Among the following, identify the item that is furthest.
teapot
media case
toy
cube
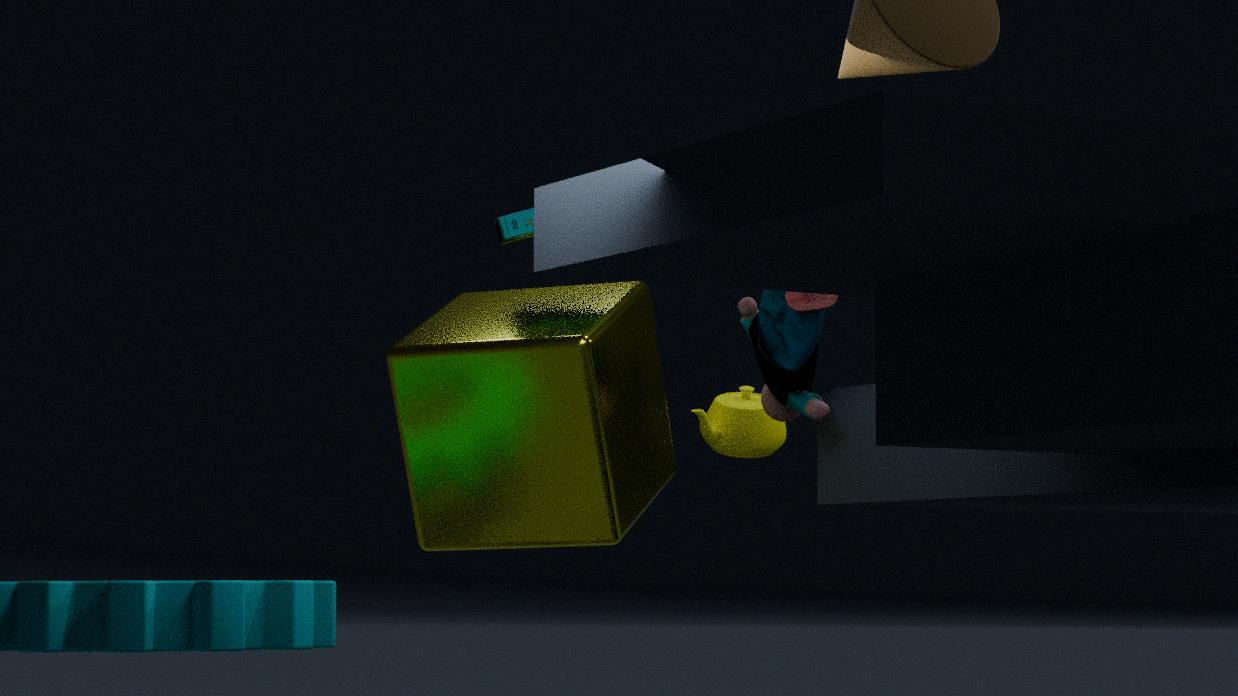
teapot
